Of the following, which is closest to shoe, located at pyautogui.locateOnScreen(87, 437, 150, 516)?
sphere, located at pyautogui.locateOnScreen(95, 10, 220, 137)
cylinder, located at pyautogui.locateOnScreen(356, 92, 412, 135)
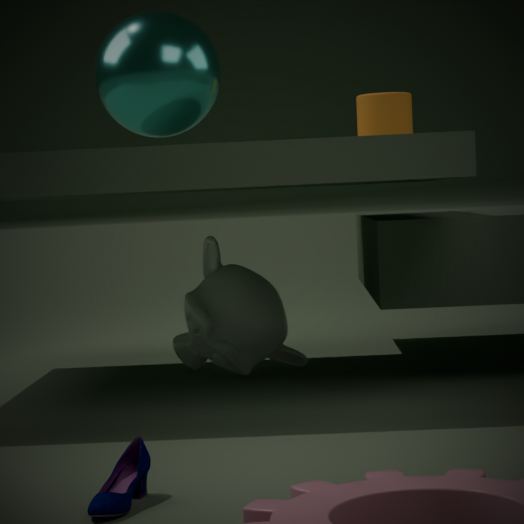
sphere, located at pyautogui.locateOnScreen(95, 10, 220, 137)
